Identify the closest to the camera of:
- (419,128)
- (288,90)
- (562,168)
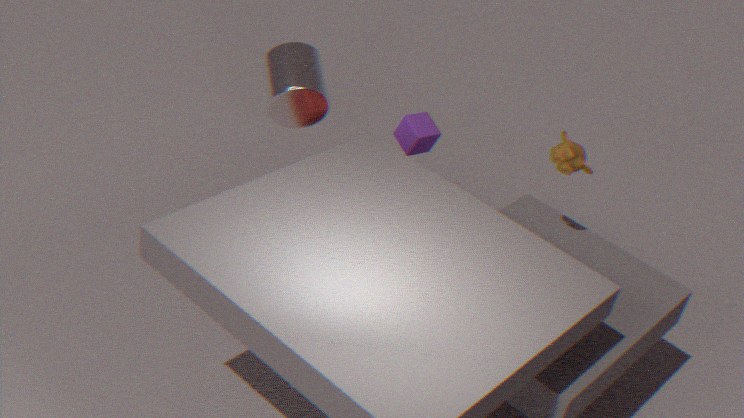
(562,168)
